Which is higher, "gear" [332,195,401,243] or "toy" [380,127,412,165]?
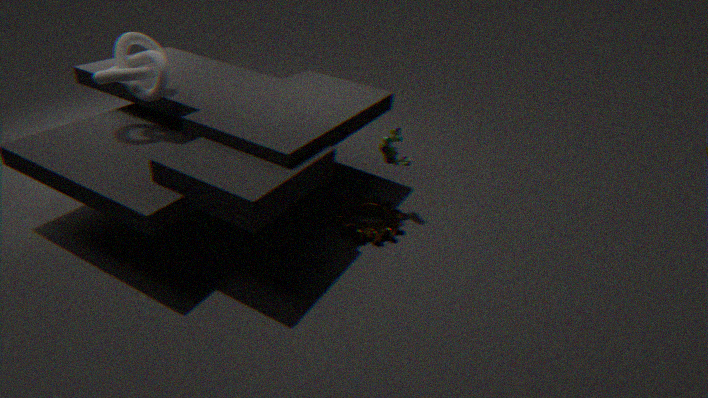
"toy" [380,127,412,165]
